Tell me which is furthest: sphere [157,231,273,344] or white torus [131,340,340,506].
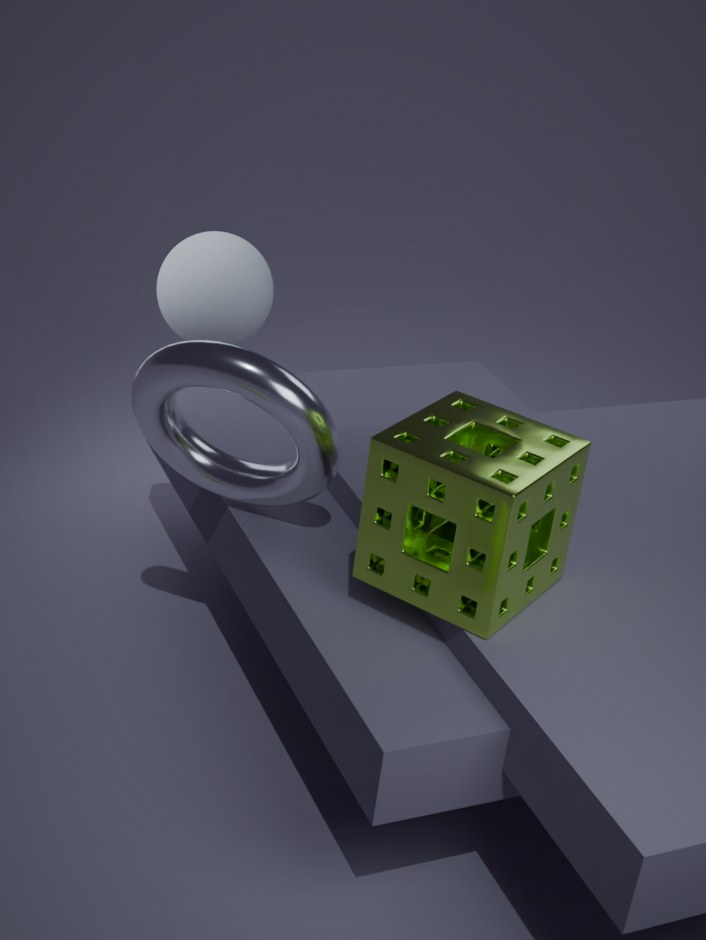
sphere [157,231,273,344]
